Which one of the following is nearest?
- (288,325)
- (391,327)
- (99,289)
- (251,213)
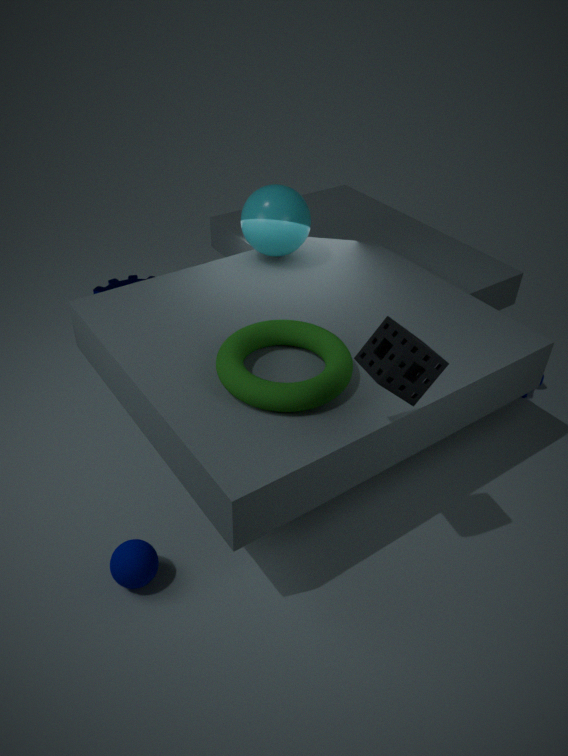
(391,327)
